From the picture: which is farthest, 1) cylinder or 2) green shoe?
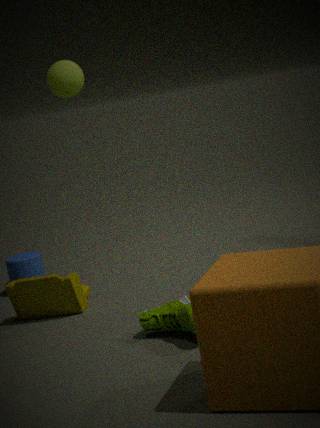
1. cylinder
